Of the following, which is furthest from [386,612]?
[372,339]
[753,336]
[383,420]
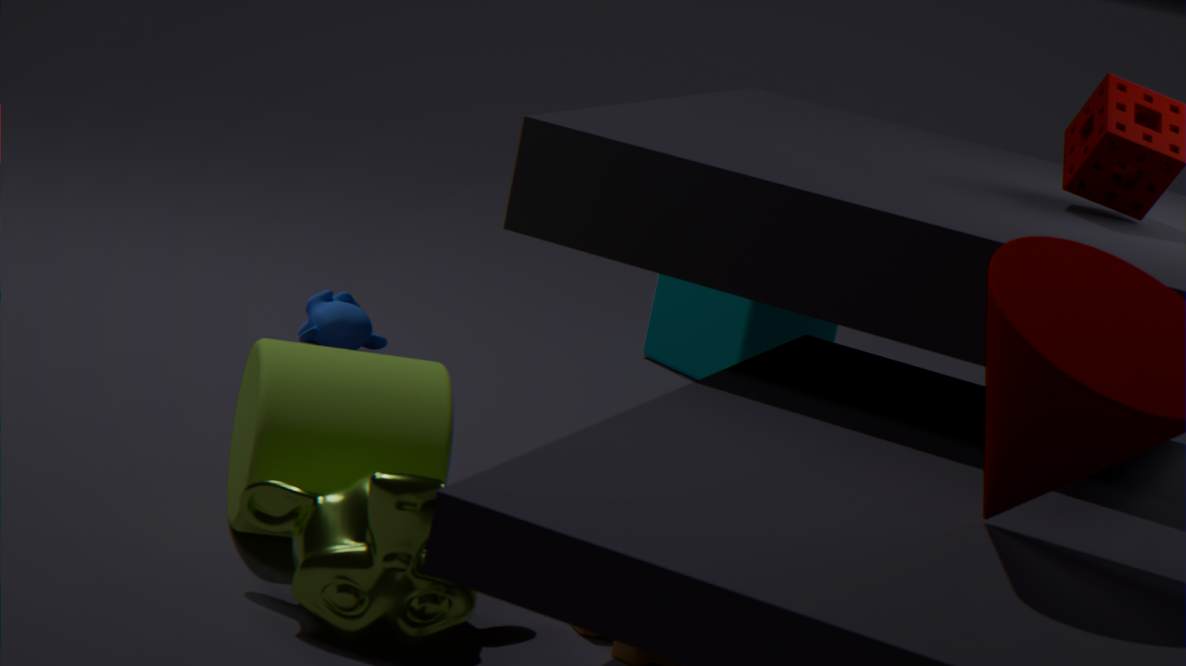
[753,336]
